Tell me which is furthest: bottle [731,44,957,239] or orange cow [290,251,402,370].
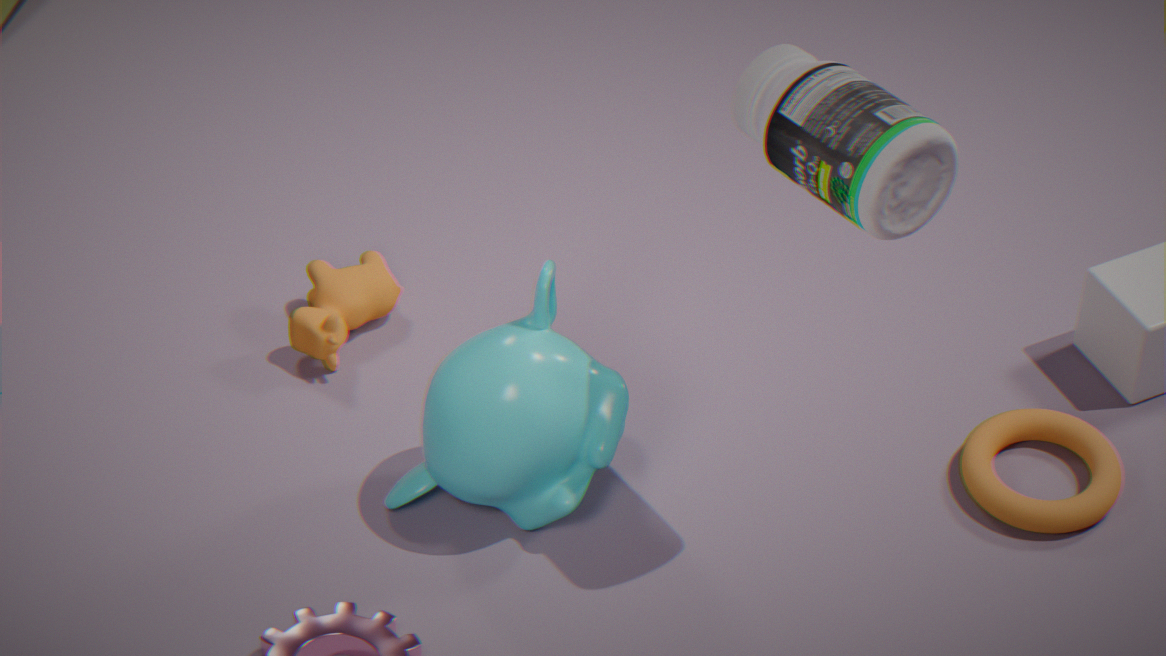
orange cow [290,251,402,370]
